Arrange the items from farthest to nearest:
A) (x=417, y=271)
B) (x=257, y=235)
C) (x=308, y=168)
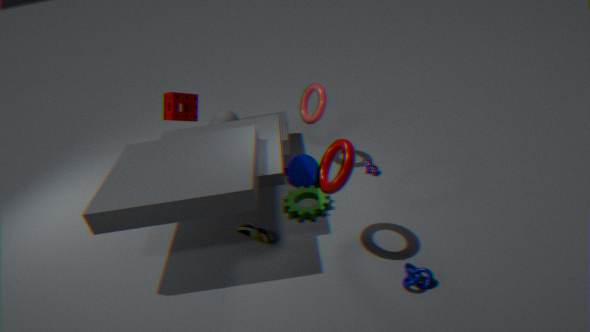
(x=308, y=168) → (x=257, y=235) → (x=417, y=271)
